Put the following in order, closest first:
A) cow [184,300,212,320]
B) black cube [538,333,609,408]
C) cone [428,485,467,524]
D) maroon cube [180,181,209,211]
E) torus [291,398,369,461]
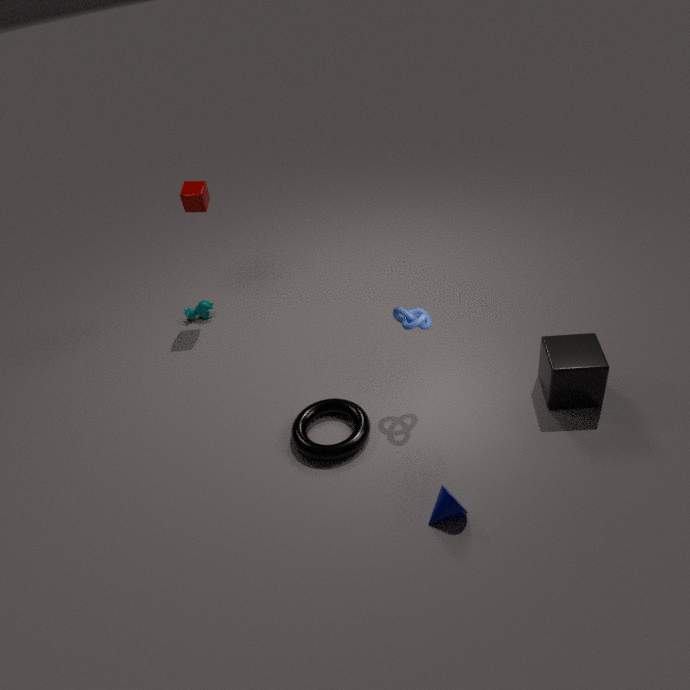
1. cone [428,485,467,524]
2. black cube [538,333,609,408]
3. torus [291,398,369,461]
4. maroon cube [180,181,209,211]
5. cow [184,300,212,320]
